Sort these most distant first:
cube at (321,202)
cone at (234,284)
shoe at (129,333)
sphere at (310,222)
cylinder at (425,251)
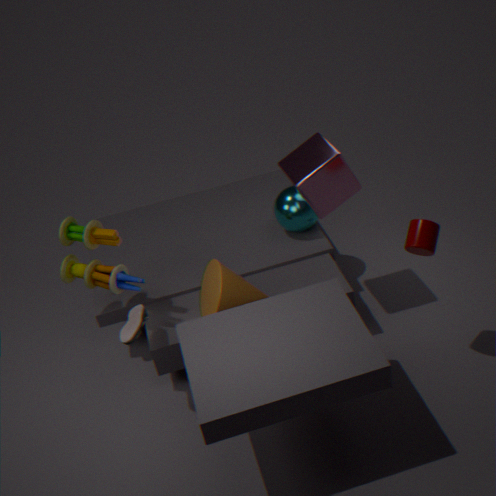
sphere at (310,222), cube at (321,202), cone at (234,284), shoe at (129,333), cylinder at (425,251)
